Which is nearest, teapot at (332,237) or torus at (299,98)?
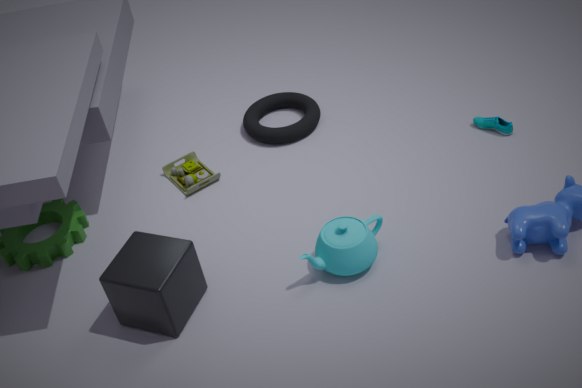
teapot at (332,237)
